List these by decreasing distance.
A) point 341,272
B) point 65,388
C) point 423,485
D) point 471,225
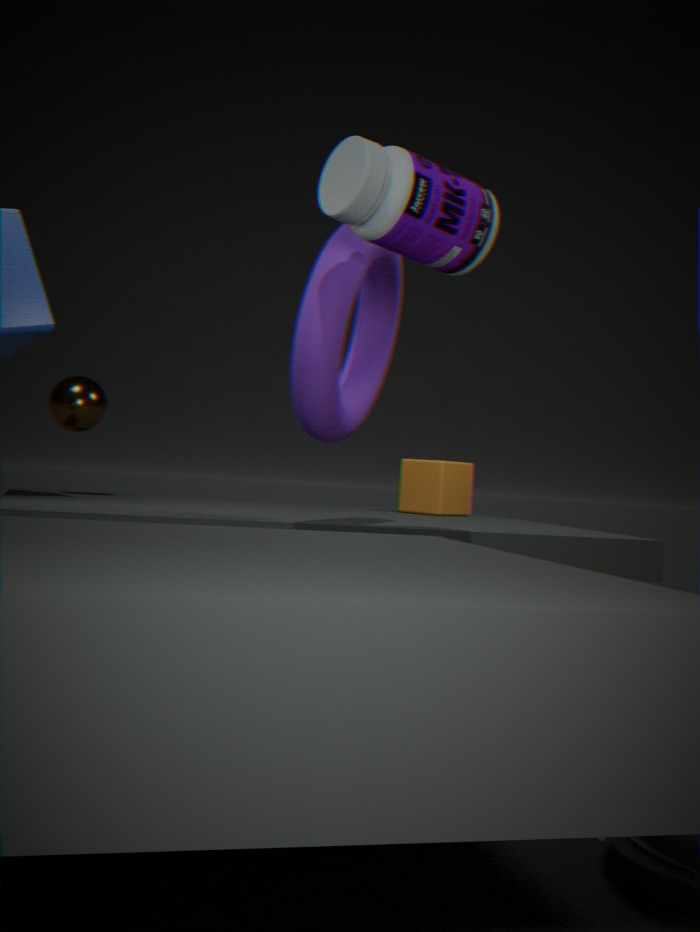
point 423,485 → point 65,388 → point 341,272 → point 471,225
